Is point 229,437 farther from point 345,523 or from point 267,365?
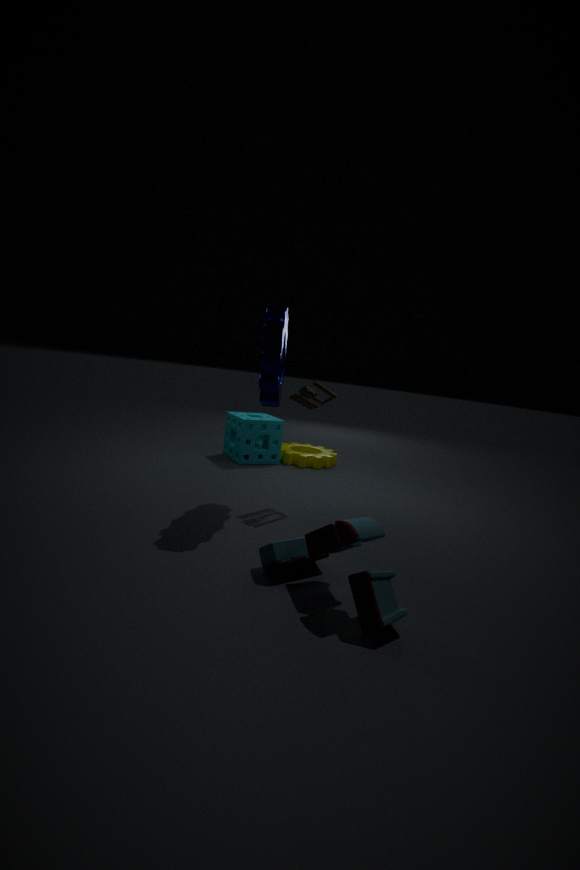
point 345,523
